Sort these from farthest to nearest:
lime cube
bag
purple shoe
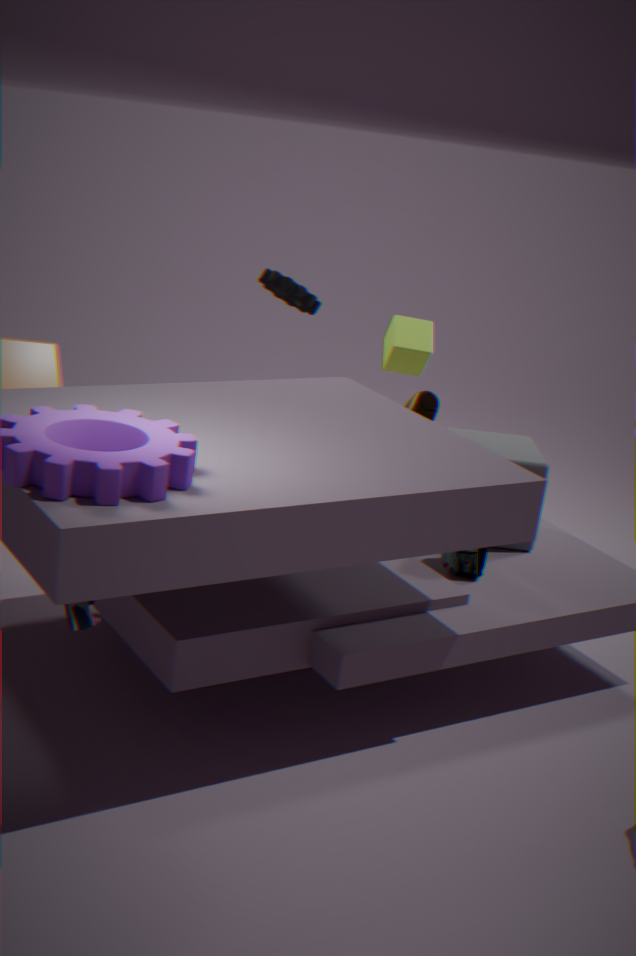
lime cube
bag
purple shoe
